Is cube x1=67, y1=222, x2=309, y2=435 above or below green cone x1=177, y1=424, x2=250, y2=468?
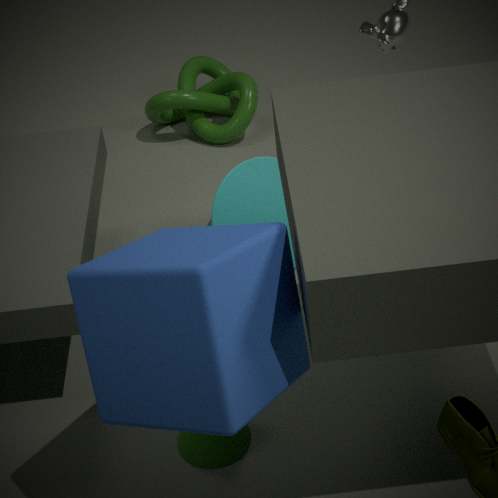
above
